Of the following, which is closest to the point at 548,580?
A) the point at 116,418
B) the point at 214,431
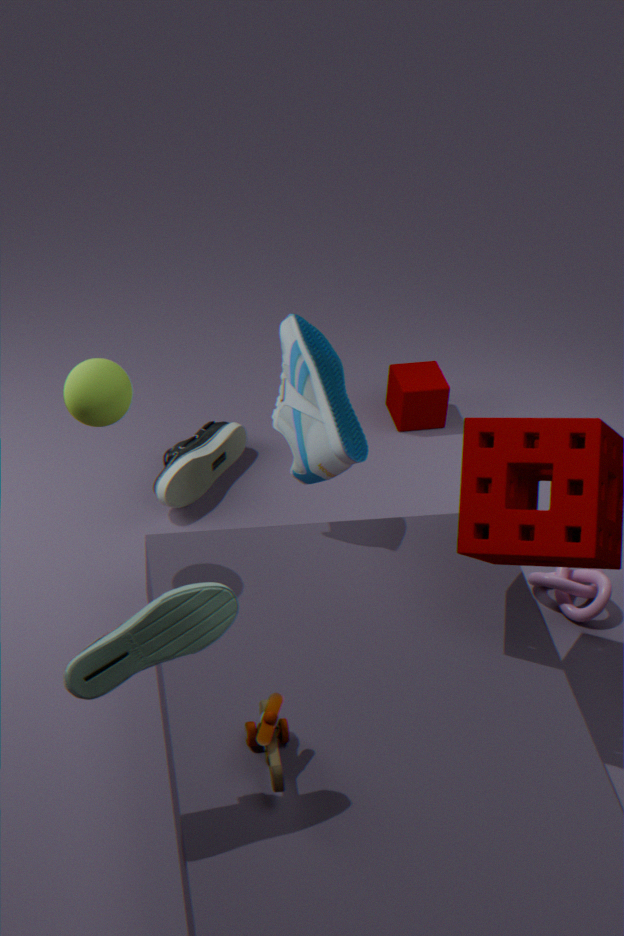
the point at 214,431
